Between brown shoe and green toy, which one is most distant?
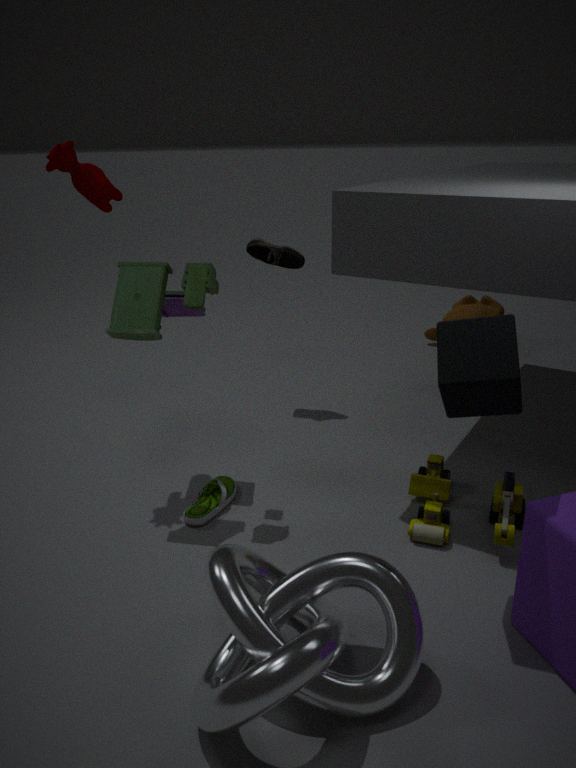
brown shoe
